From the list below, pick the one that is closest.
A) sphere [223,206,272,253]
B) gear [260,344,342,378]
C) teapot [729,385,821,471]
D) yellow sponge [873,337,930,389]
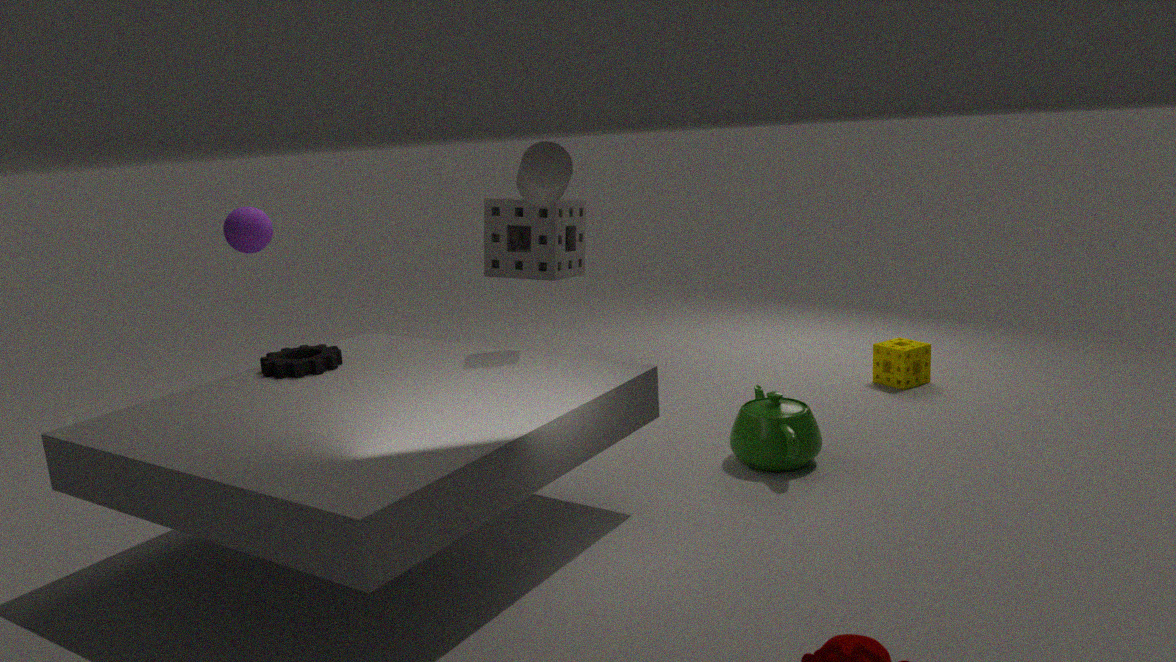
B. gear [260,344,342,378]
